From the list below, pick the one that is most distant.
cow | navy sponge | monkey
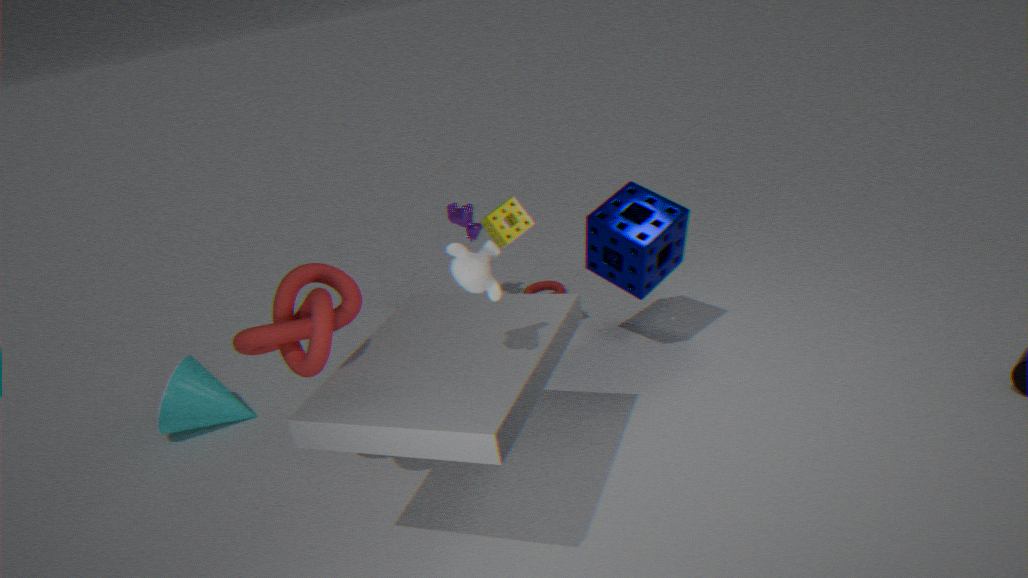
cow
